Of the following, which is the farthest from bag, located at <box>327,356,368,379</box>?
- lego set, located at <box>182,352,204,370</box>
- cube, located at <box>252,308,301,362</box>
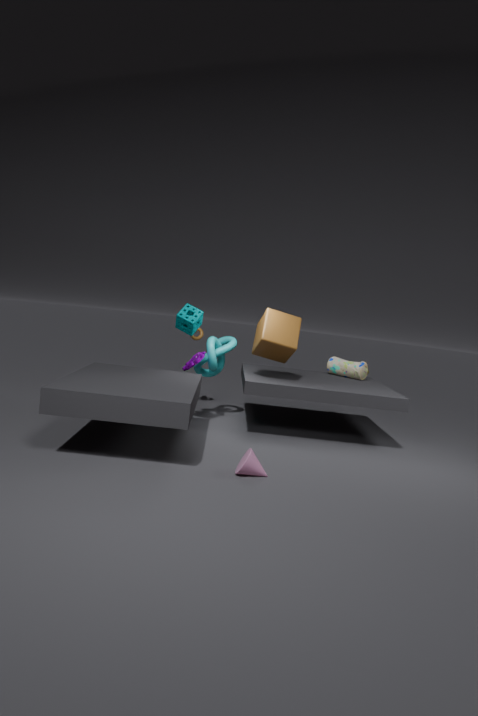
lego set, located at <box>182,352,204,370</box>
